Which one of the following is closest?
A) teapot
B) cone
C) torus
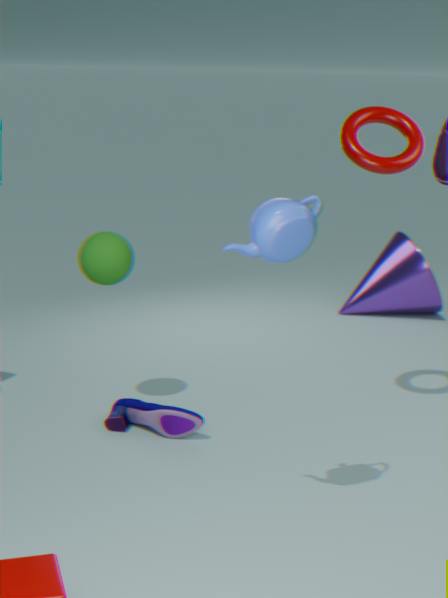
teapot
